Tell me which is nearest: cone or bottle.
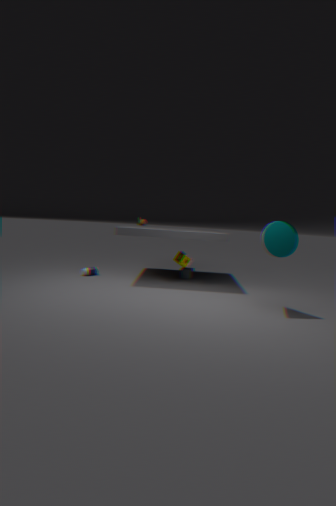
cone
